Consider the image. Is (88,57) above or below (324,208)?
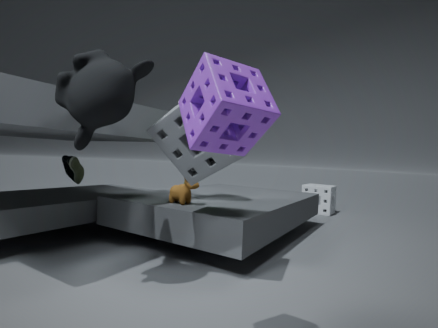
above
